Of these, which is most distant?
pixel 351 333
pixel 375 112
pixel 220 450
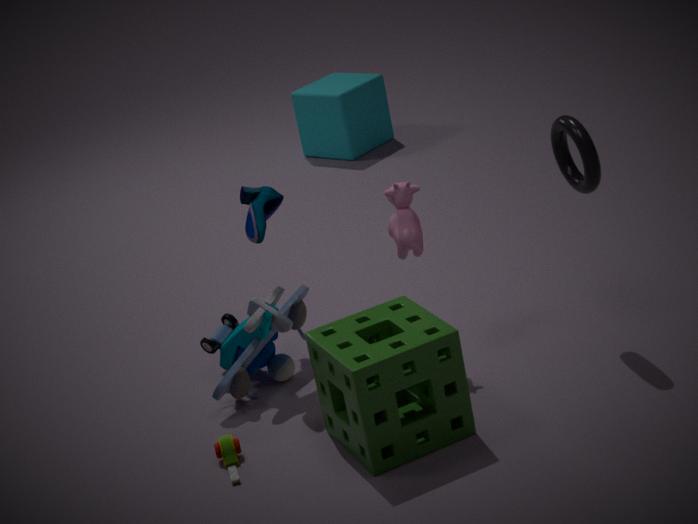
pixel 375 112
